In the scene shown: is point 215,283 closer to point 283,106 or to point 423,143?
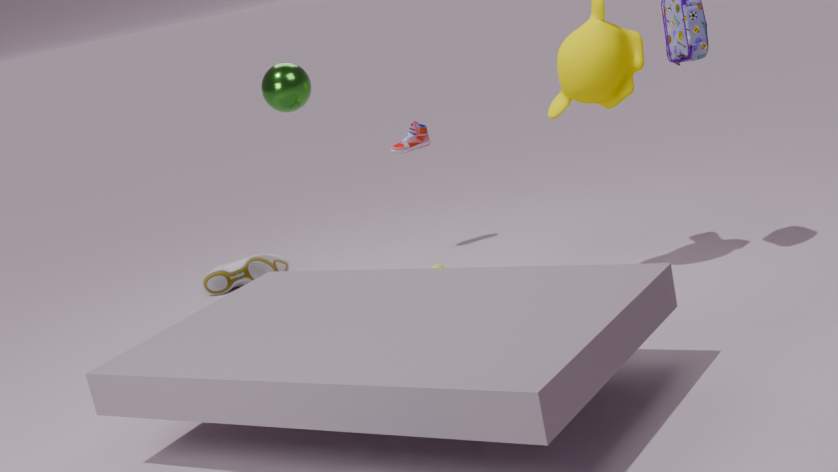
point 423,143
